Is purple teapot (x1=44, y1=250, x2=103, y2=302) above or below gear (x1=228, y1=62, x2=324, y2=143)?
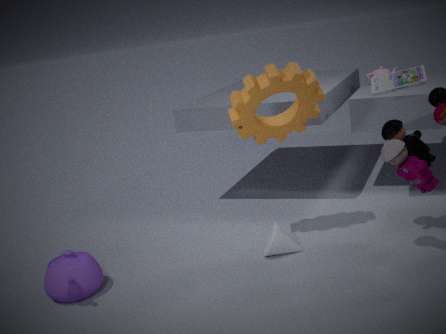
below
